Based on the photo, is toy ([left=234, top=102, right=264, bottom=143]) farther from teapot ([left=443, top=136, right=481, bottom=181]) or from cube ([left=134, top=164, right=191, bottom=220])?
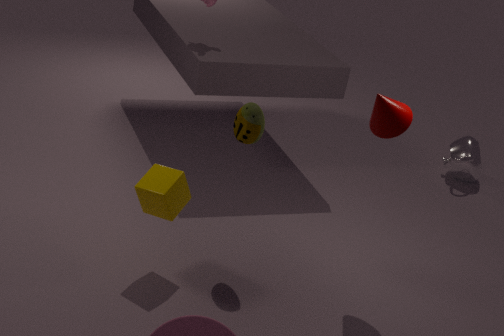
teapot ([left=443, top=136, right=481, bottom=181])
